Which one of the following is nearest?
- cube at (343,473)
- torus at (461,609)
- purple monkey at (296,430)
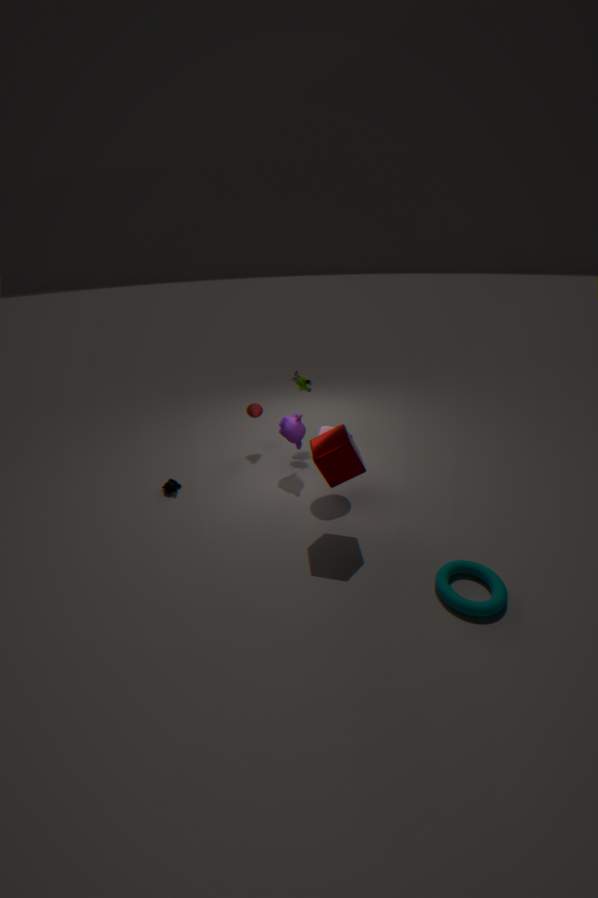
torus at (461,609)
